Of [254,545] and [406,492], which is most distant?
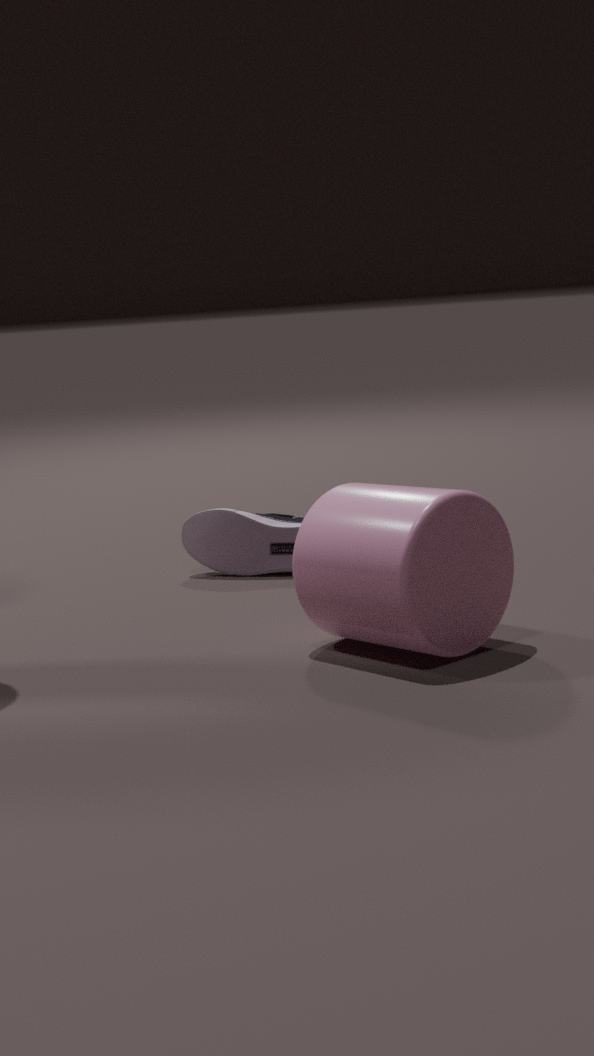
[254,545]
